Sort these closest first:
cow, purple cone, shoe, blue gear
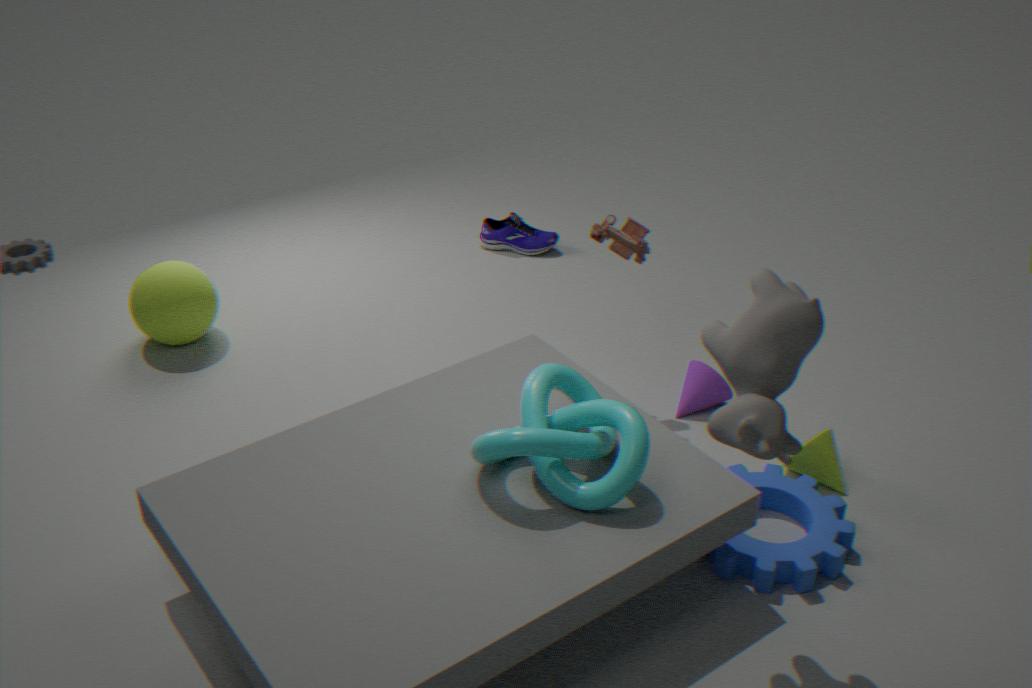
cow → blue gear → purple cone → shoe
